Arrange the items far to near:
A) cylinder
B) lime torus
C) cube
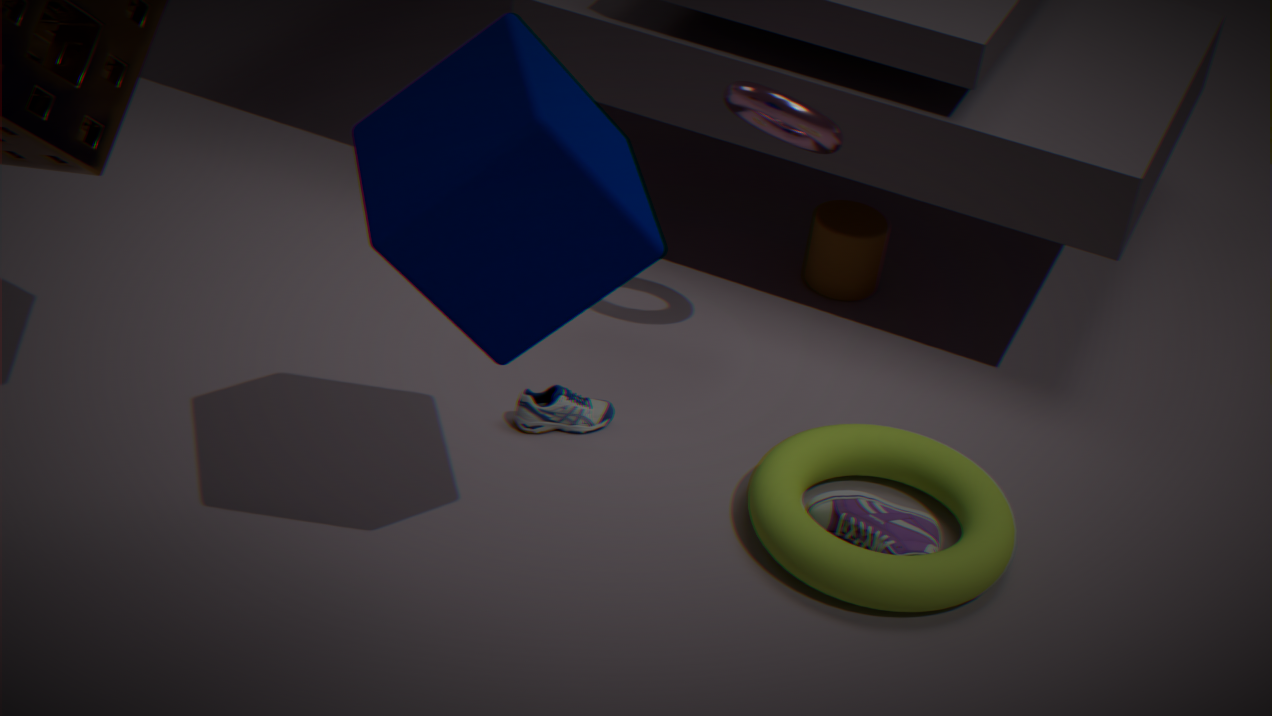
cylinder → lime torus → cube
